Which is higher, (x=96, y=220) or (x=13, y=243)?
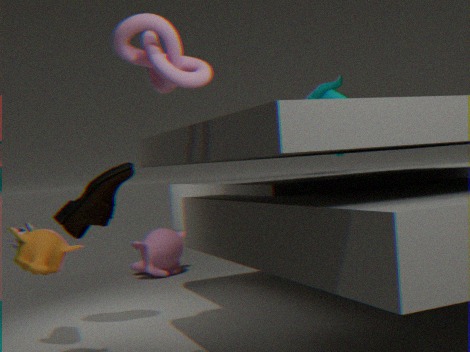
(x=96, y=220)
